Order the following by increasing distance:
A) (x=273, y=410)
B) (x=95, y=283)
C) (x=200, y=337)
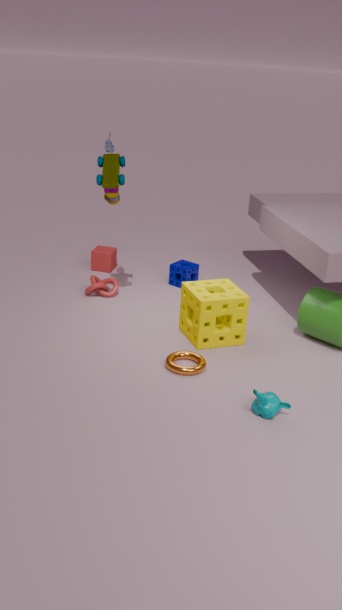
(x=273, y=410) < (x=200, y=337) < (x=95, y=283)
